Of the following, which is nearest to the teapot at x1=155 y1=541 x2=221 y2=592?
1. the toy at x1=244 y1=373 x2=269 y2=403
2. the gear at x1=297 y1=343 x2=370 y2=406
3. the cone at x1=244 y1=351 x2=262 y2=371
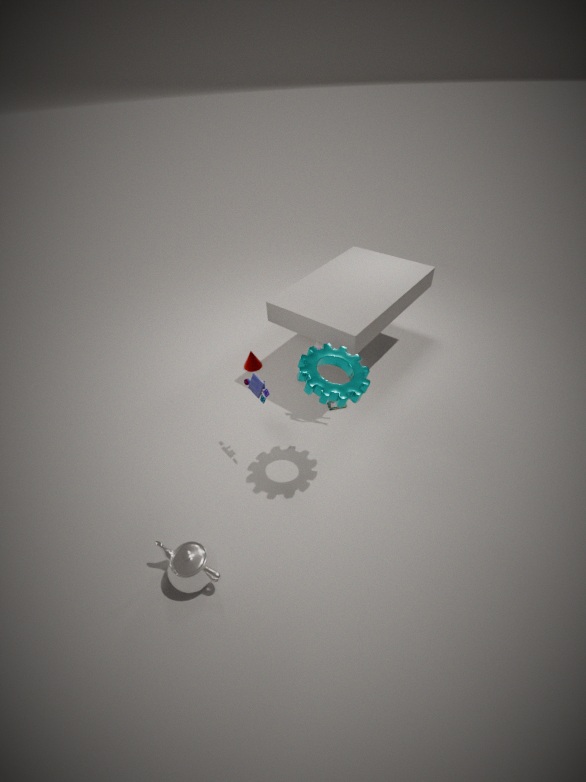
the toy at x1=244 y1=373 x2=269 y2=403
